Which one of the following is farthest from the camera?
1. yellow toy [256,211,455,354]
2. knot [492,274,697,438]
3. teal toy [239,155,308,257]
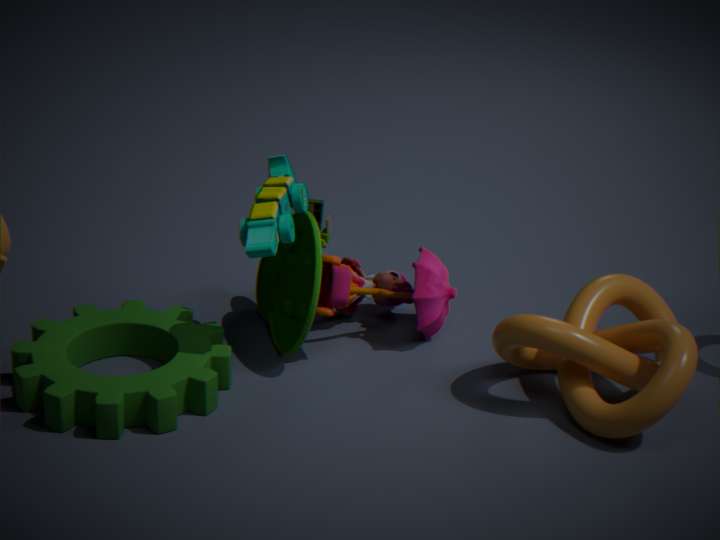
yellow toy [256,211,455,354]
